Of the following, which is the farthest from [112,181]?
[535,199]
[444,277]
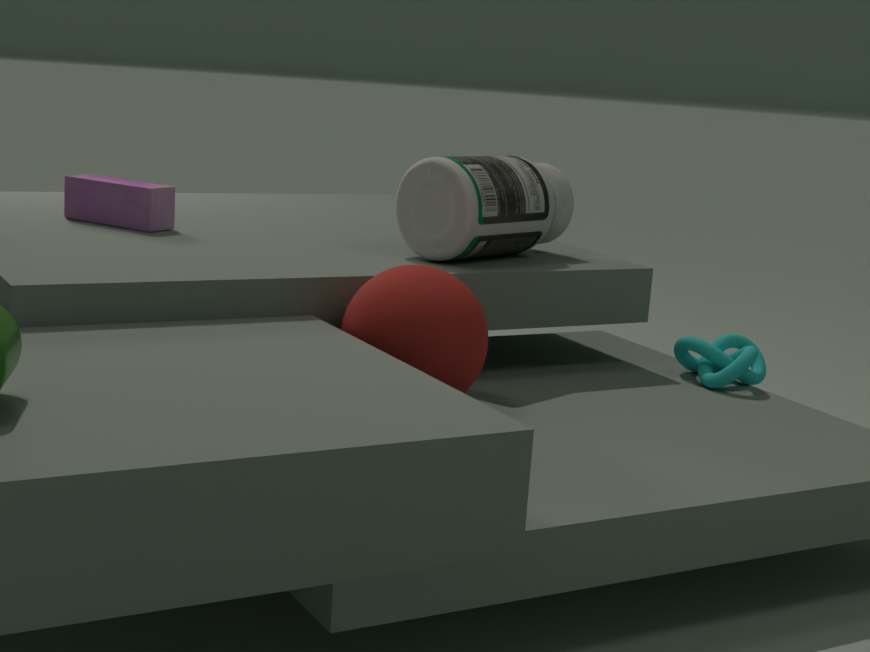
[444,277]
